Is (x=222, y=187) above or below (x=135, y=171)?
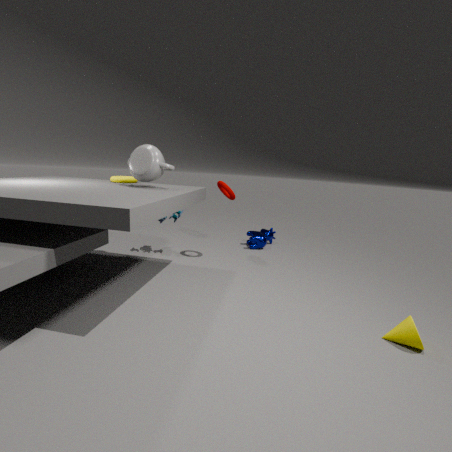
below
